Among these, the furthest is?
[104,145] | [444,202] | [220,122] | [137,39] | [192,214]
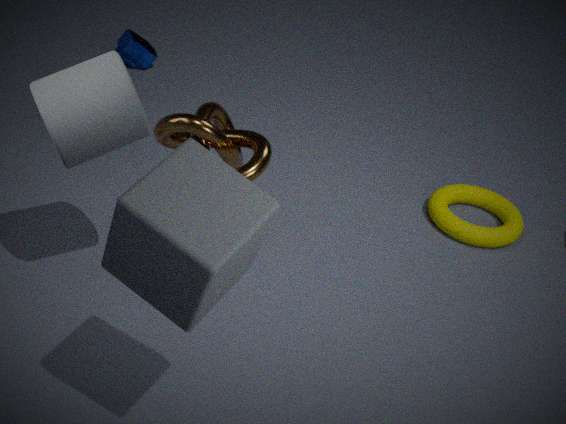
[137,39]
